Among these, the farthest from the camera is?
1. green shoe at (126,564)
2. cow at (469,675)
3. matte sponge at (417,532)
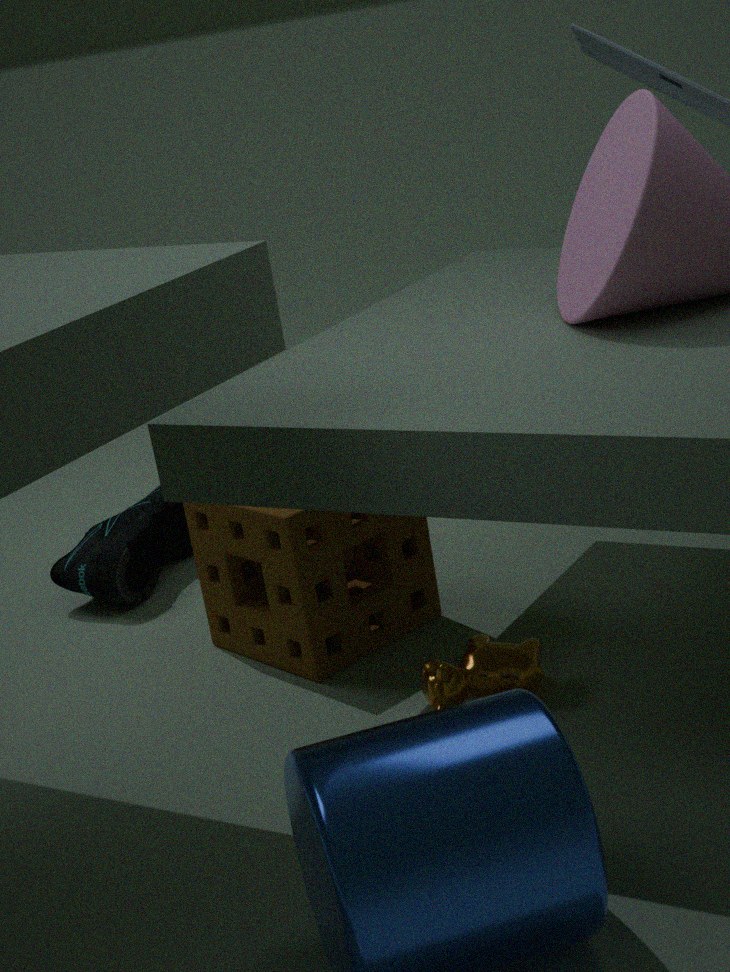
green shoe at (126,564)
